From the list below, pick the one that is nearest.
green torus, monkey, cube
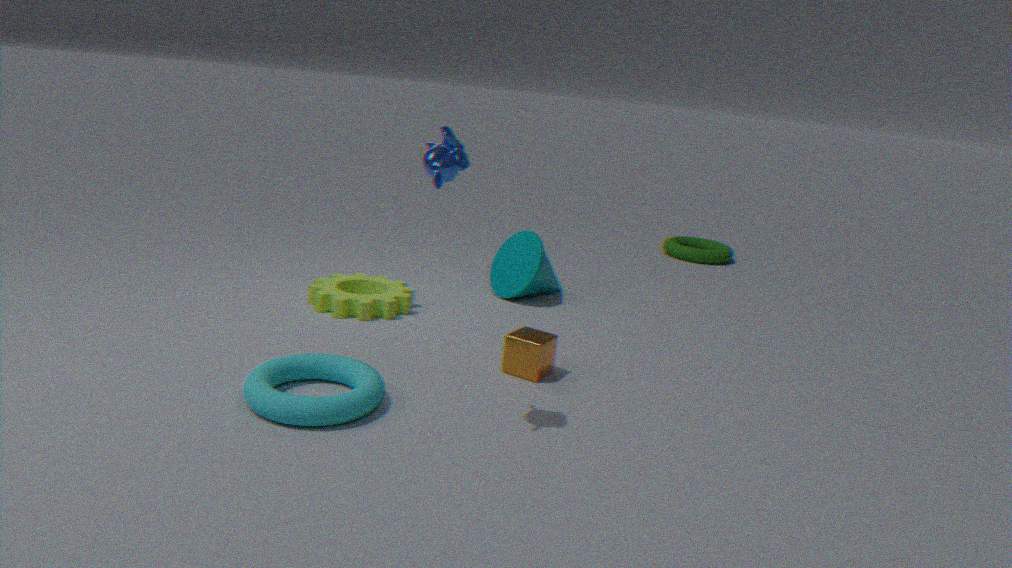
monkey
